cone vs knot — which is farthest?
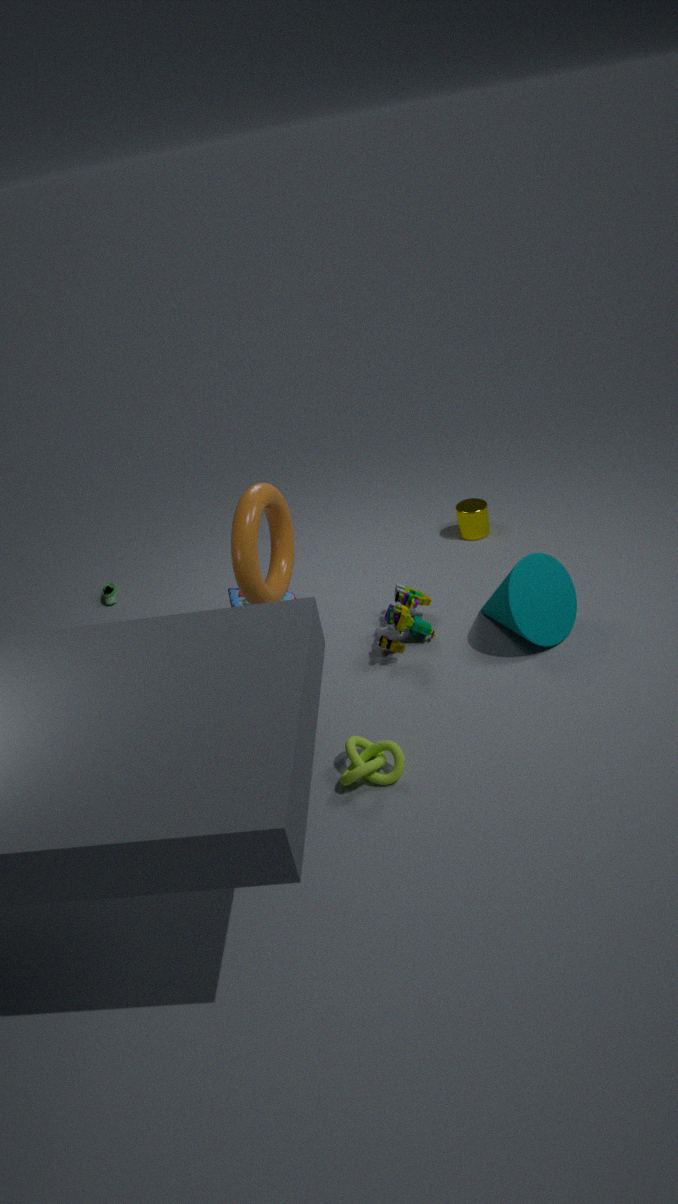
cone
